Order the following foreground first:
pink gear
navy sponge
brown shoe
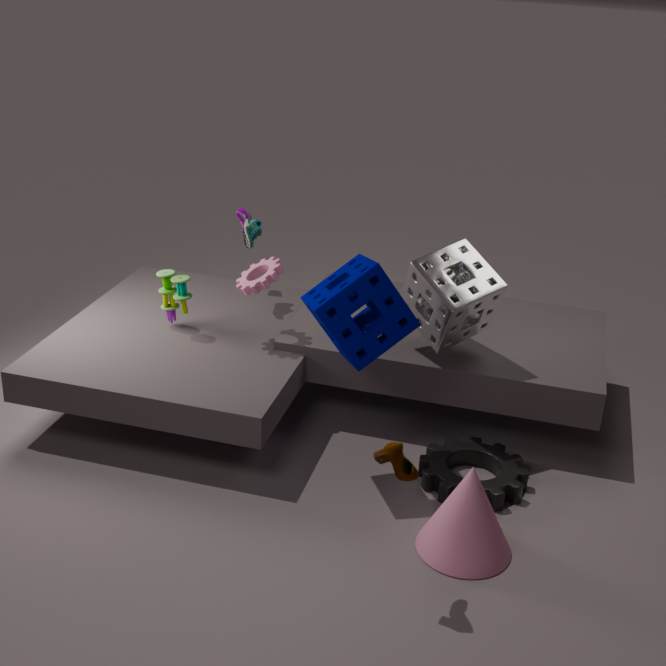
brown shoe
navy sponge
pink gear
